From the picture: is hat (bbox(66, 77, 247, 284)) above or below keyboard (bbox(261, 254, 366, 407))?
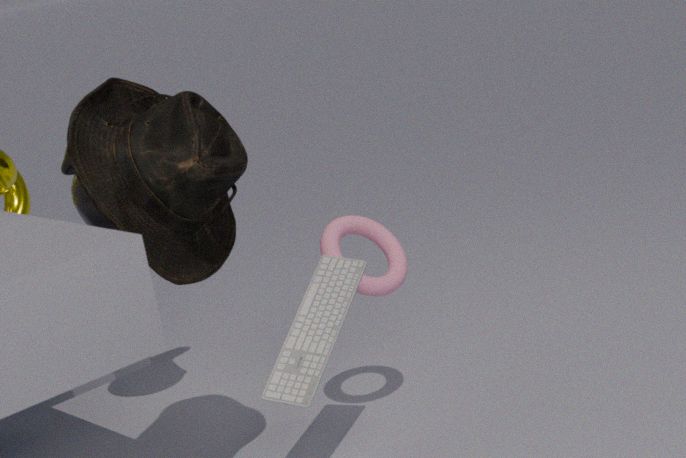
above
